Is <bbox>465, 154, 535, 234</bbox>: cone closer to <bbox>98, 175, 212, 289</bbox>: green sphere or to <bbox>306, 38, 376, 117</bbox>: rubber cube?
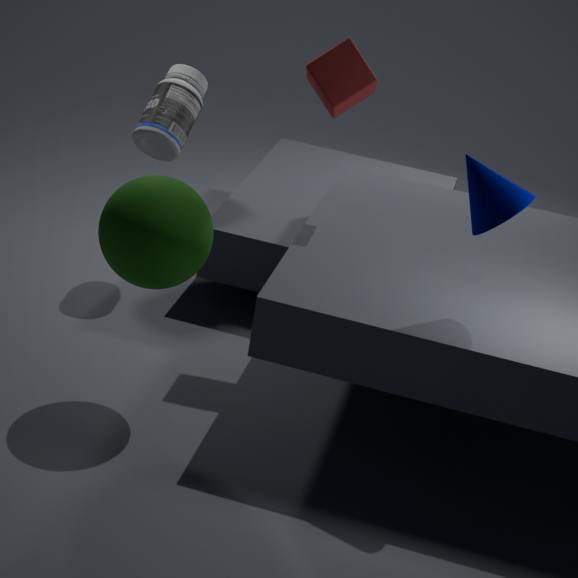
<bbox>306, 38, 376, 117</bbox>: rubber cube
